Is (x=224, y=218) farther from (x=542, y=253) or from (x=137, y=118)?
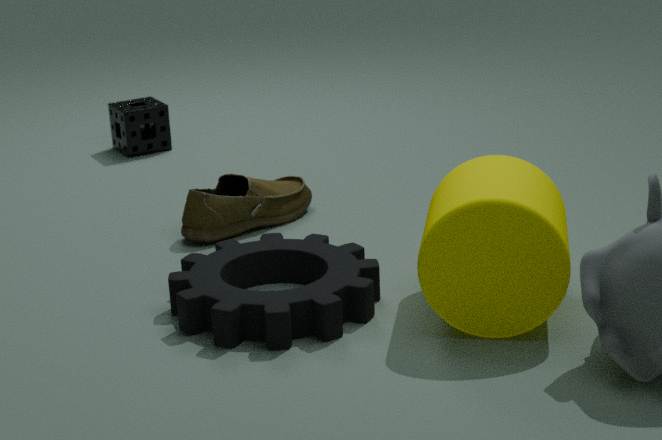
(x=137, y=118)
